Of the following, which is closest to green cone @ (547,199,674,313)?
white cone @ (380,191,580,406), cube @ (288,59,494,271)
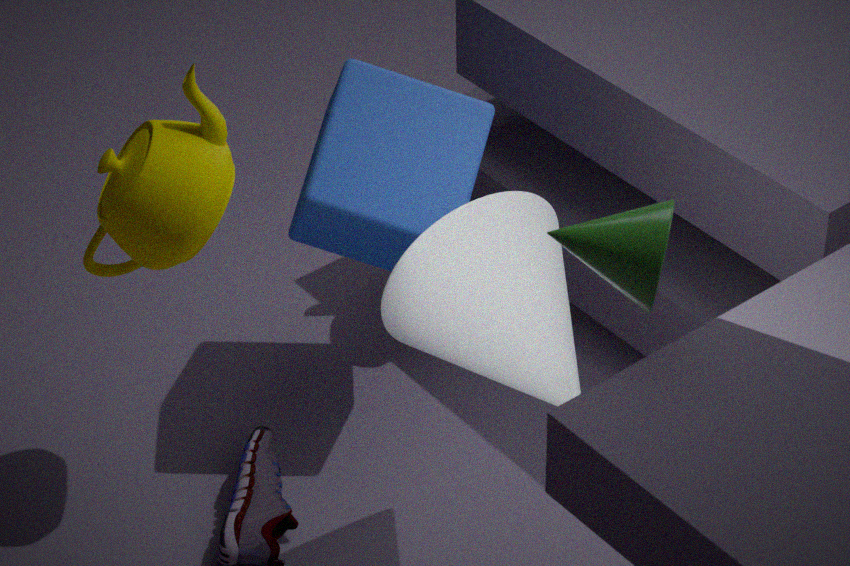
white cone @ (380,191,580,406)
